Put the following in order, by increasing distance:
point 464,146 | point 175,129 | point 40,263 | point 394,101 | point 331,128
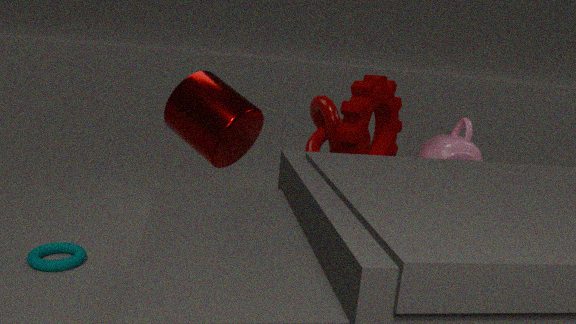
point 40,263 → point 464,146 → point 175,129 → point 394,101 → point 331,128
